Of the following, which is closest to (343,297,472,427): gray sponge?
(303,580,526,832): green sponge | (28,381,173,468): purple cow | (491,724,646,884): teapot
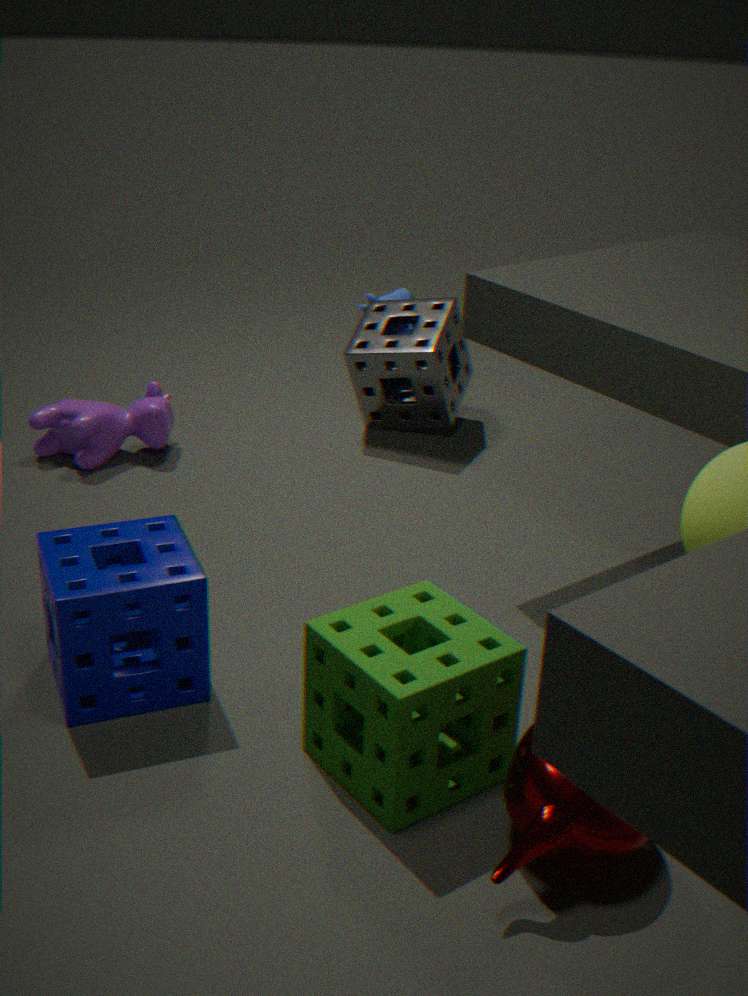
(28,381,173,468): purple cow
